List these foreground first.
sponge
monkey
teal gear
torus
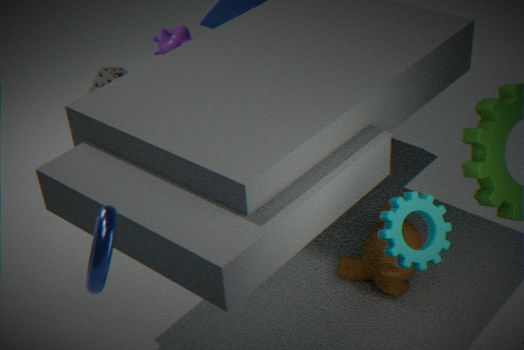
torus, teal gear, monkey, sponge
